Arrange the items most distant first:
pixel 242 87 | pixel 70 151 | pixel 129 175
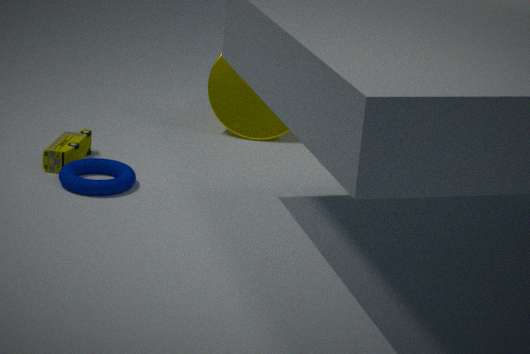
pixel 242 87 → pixel 70 151 → pixel 129 175
